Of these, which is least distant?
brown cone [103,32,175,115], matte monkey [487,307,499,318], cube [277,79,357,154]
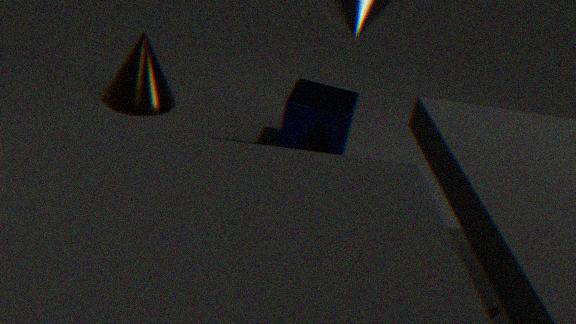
matte monkey [487,307,499,318]
